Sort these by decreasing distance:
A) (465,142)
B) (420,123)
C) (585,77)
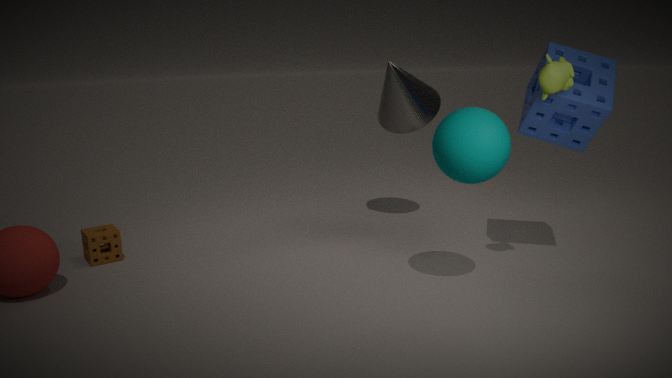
(420,123) < (585,77) < (465,142)
